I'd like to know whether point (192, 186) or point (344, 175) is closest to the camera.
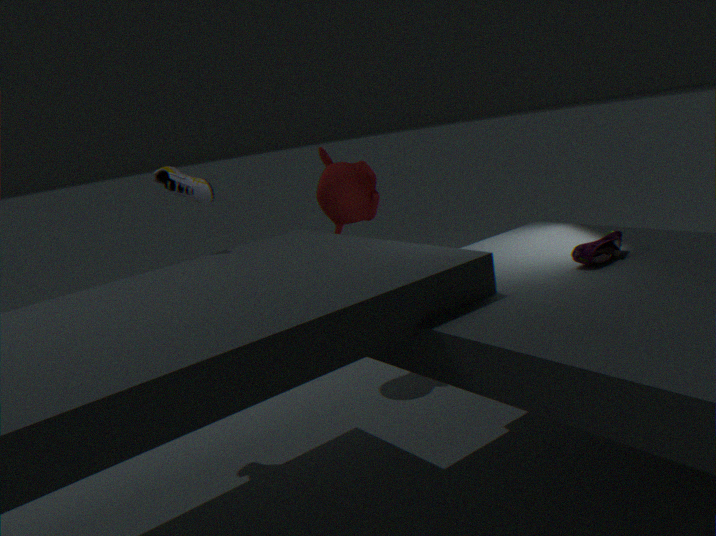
point (192, 186)
